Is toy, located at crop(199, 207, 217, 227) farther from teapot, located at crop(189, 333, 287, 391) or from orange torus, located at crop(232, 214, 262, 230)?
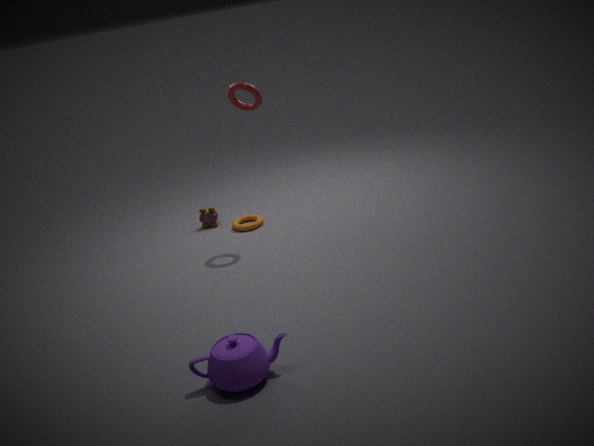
teapot, located at crop(189, 333, 287, 391)
